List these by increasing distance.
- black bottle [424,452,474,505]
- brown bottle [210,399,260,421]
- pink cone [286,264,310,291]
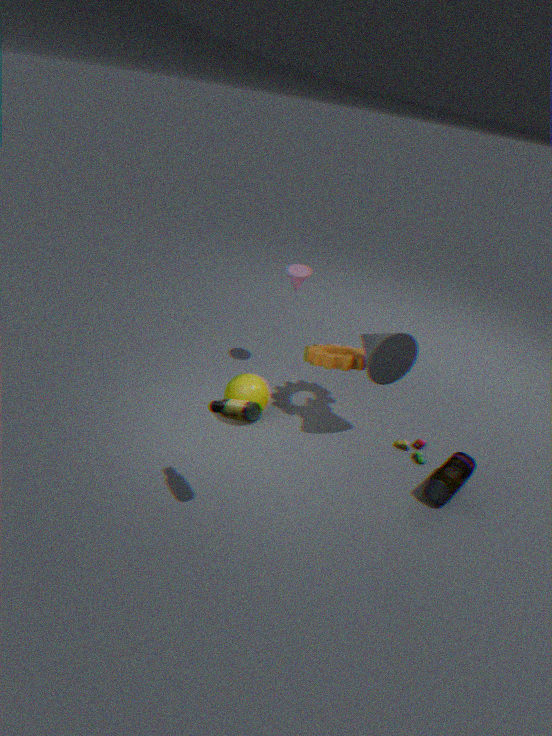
brown bottle [210,399,260,421]
black bottle [424,452,474,505]
pink cone [286,264,310,291]
